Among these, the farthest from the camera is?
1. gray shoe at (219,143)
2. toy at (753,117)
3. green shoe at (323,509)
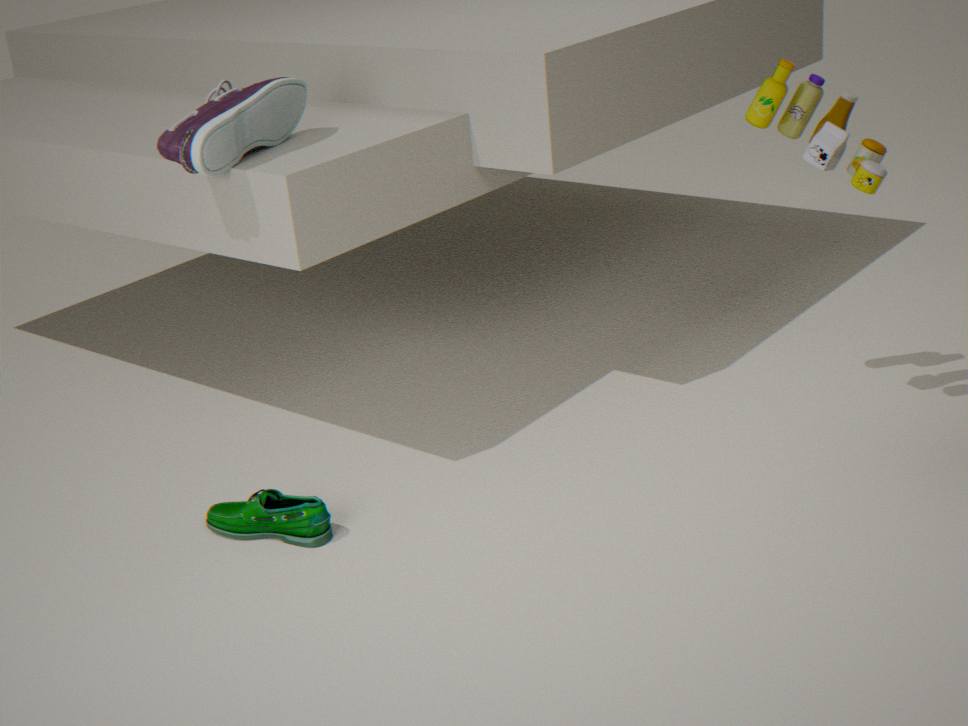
toy at (753,117)
